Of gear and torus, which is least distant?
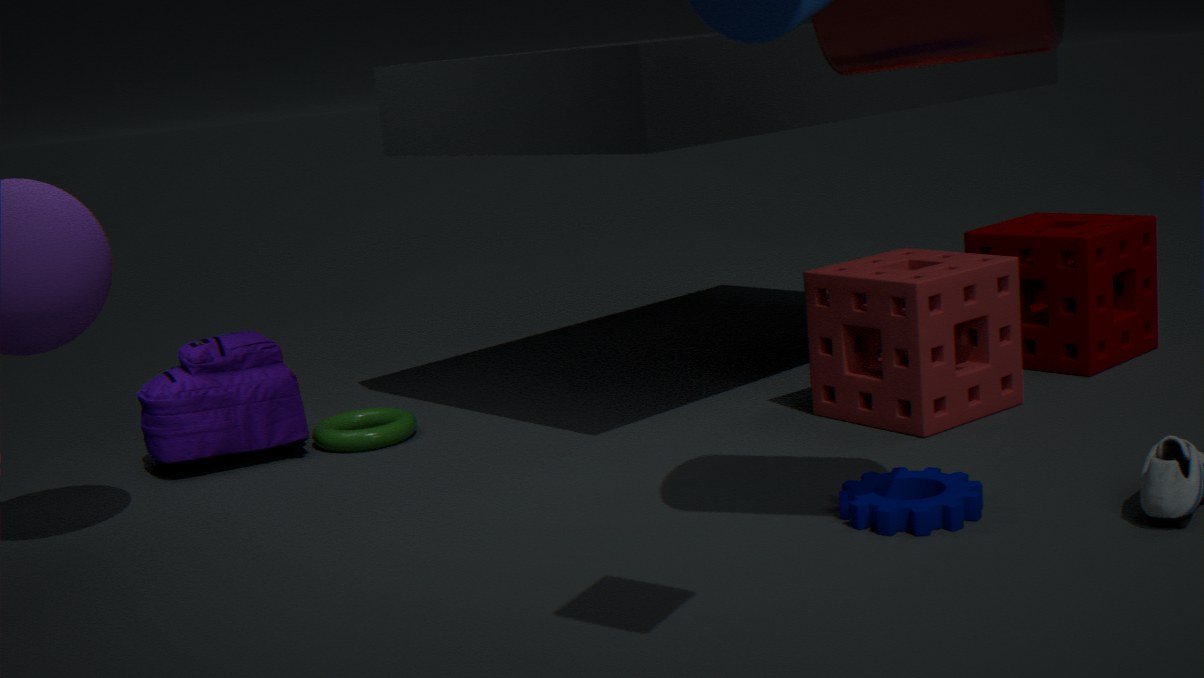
gear
